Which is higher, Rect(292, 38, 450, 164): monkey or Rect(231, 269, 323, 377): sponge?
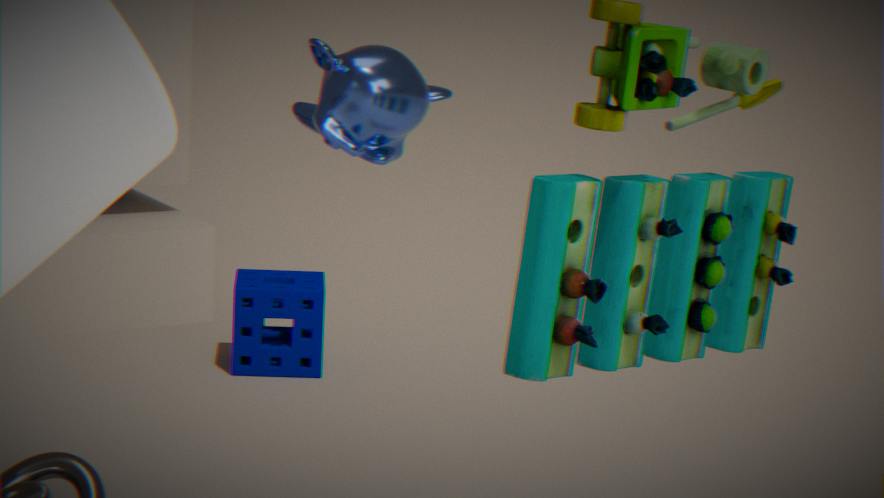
Rect(292, 38, 450, 164): monkey
